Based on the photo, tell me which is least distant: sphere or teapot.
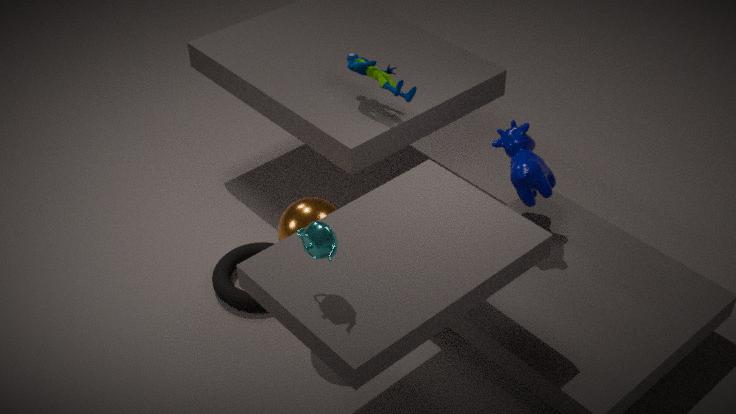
teapot
